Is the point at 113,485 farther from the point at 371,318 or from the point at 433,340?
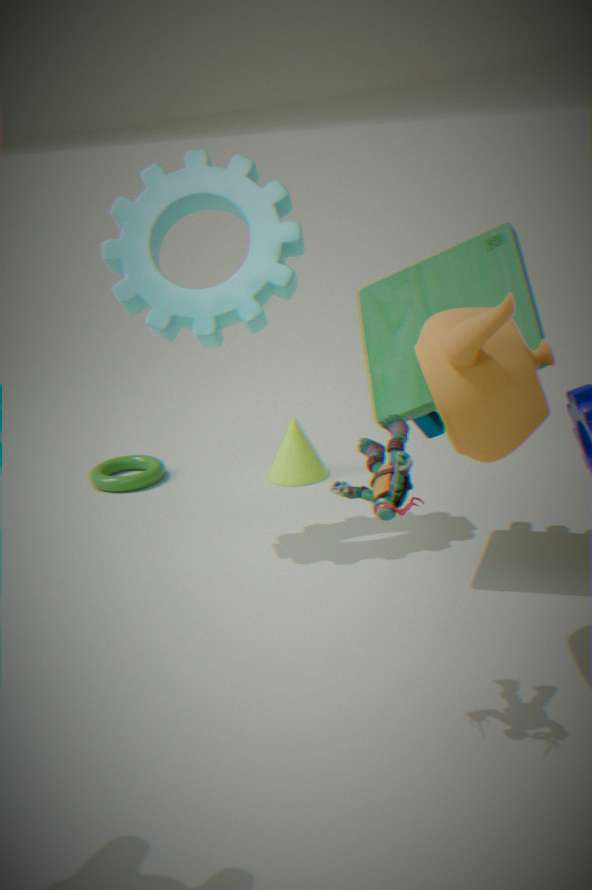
the point at 433,340
